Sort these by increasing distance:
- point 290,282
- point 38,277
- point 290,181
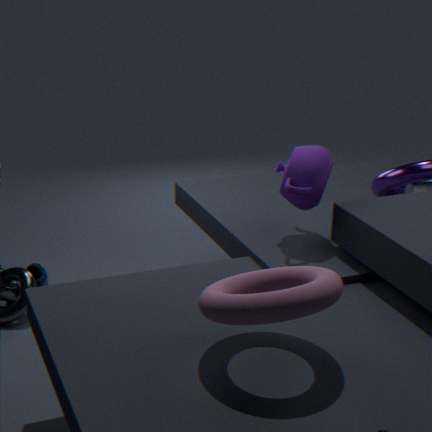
point 290,282 < point 290,181 < point 38,277
